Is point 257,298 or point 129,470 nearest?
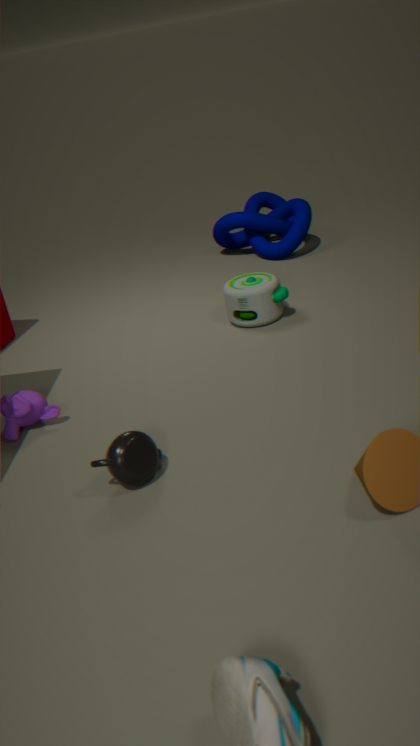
point 129,470
